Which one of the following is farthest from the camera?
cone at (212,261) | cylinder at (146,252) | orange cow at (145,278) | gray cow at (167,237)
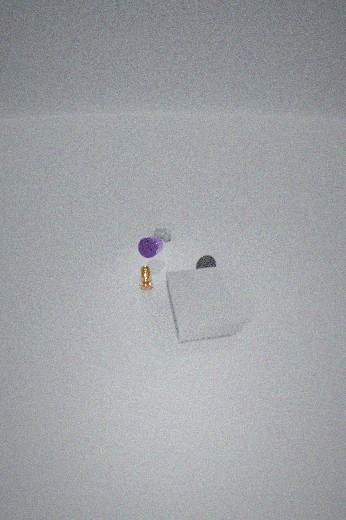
gray cow at (167,237)
